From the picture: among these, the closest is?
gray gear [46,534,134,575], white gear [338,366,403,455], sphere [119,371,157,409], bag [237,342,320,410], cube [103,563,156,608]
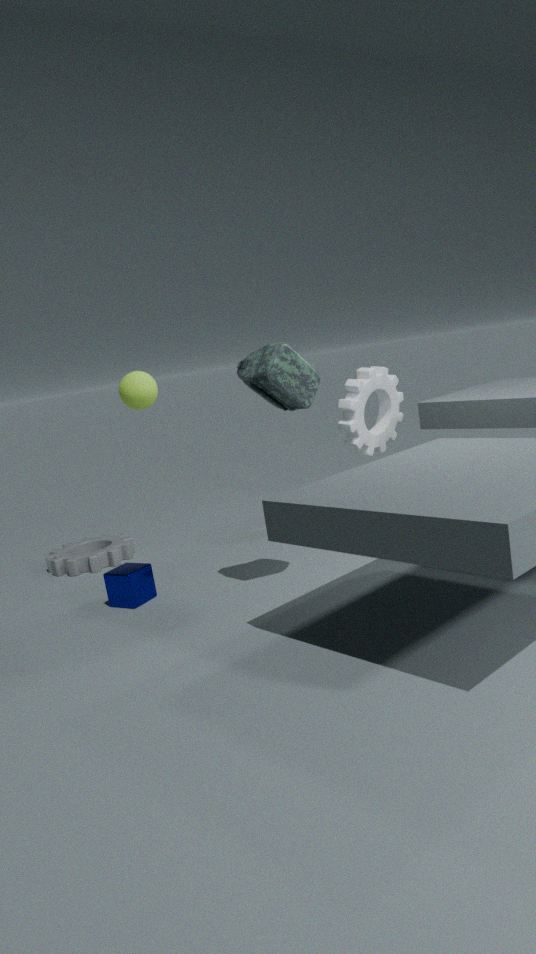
bag [237,342,320,410]
